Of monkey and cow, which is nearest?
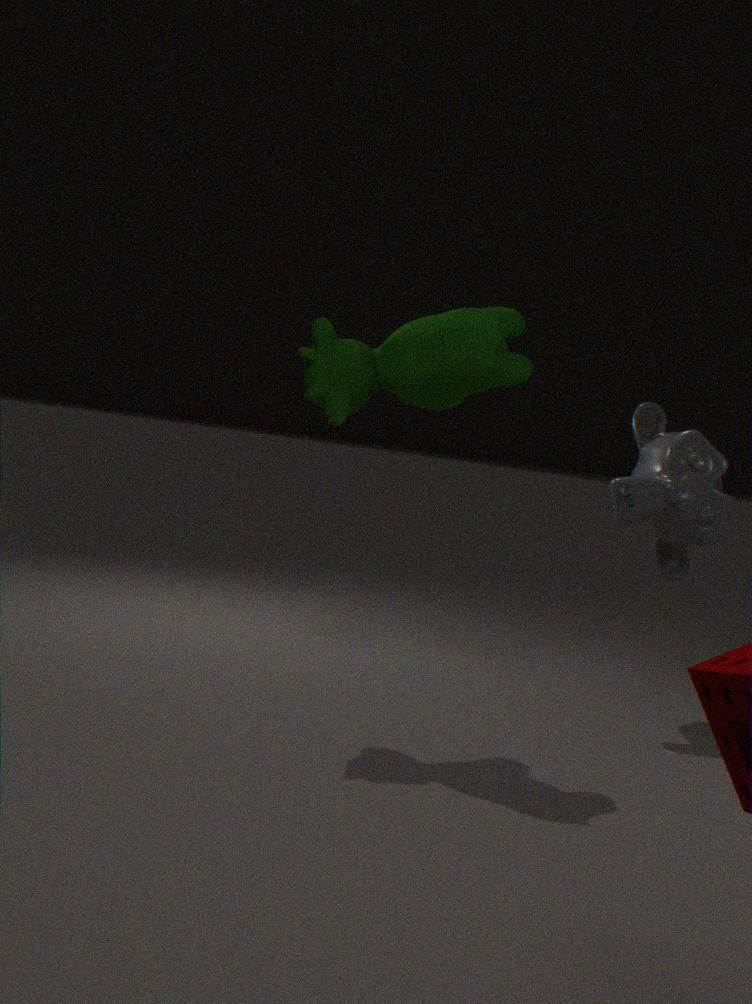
cow
